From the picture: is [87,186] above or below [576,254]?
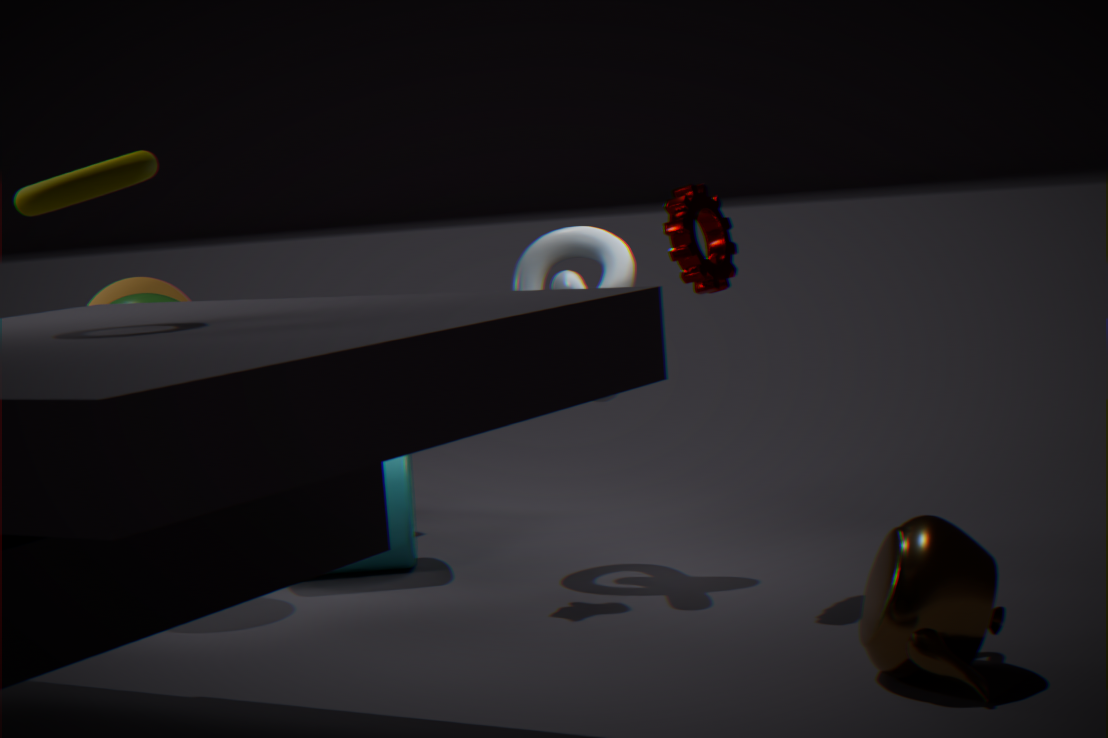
above
